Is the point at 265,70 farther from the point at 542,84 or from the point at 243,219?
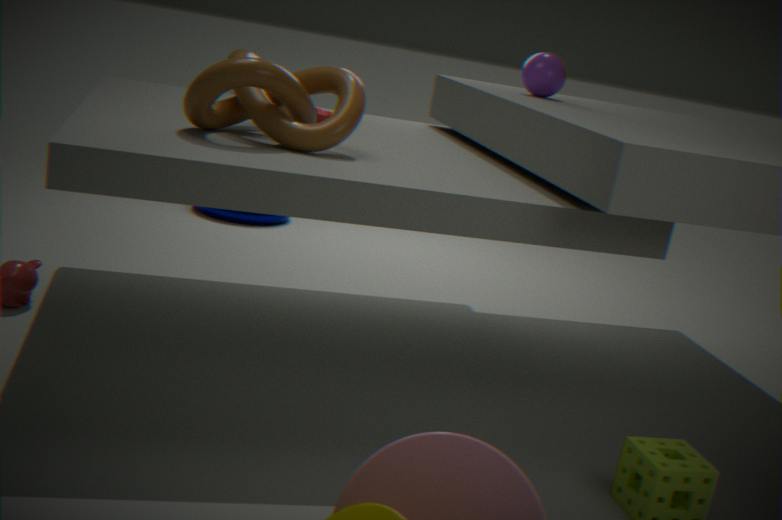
the point at 243,219
